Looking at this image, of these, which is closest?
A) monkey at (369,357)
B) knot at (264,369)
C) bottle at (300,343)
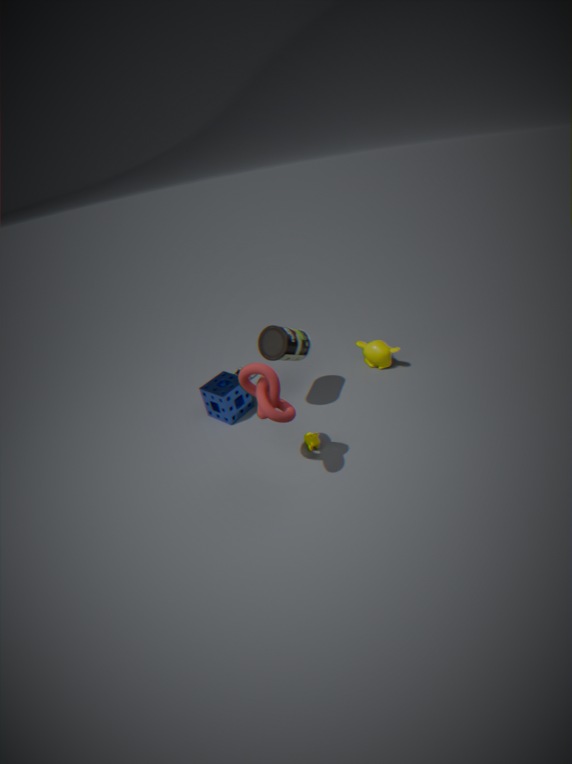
knot at (264,369)
